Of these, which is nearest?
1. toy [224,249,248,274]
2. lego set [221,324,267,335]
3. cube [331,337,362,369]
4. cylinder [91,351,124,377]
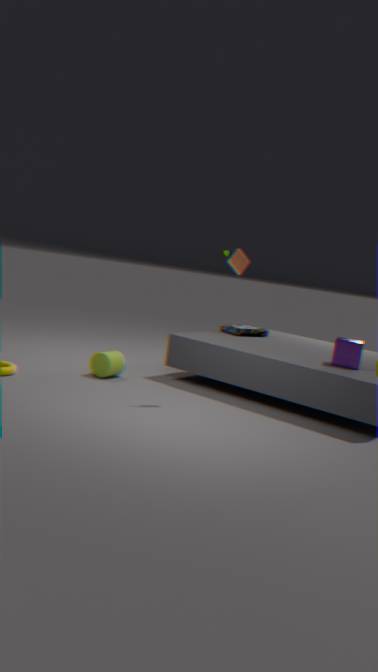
toy [224,249,248,274]
